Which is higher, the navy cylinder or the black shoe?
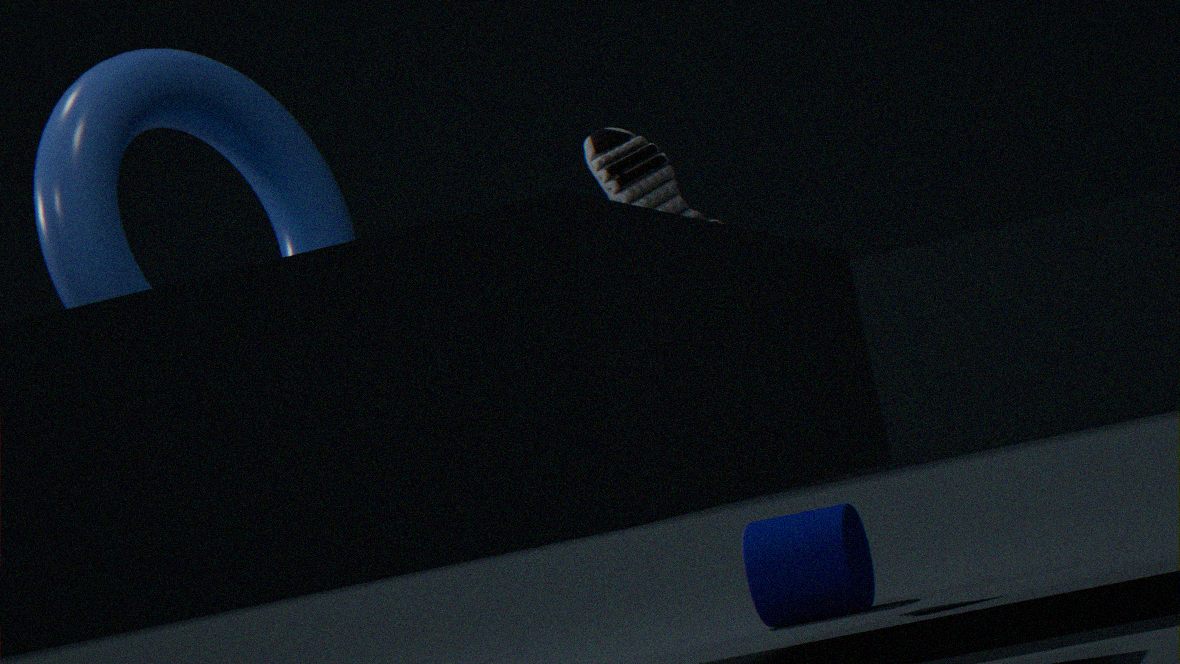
the black shoe
